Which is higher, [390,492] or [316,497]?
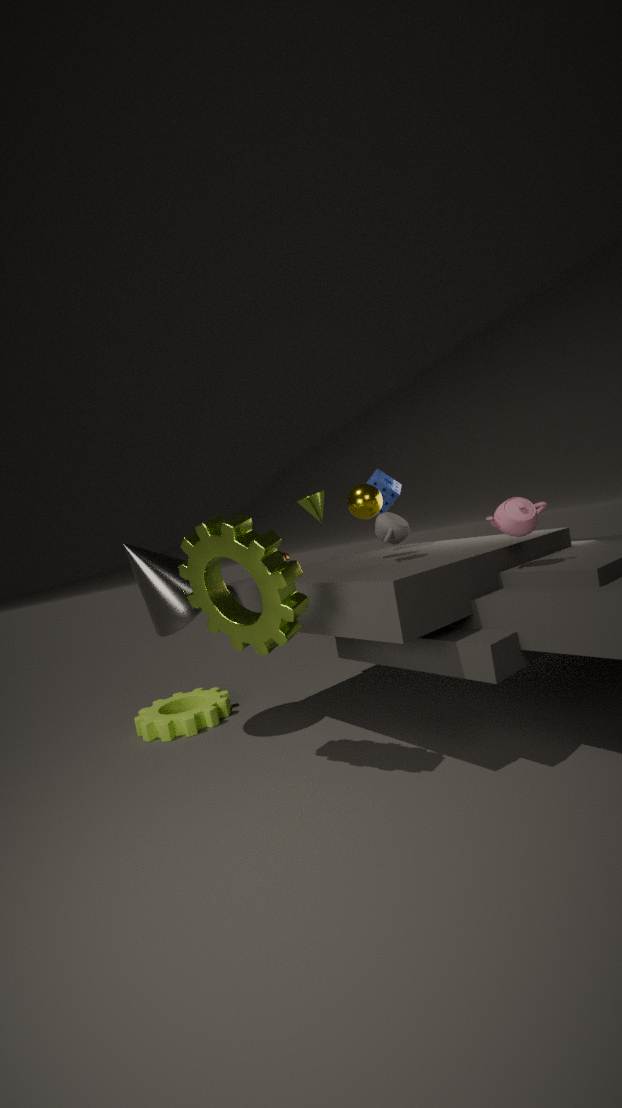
[316,497]
